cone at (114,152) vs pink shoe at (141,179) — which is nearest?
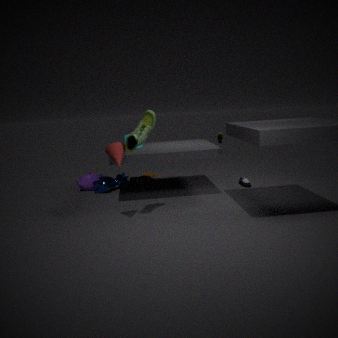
cone at (114,152)
